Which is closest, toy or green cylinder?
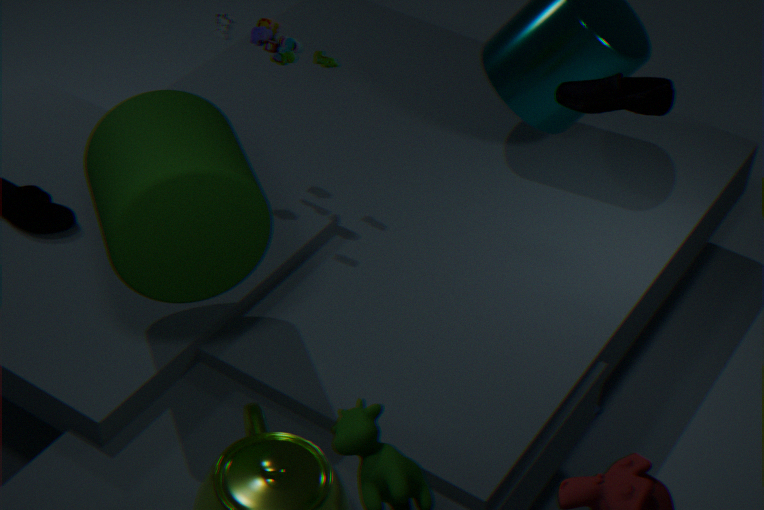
green cylinder
